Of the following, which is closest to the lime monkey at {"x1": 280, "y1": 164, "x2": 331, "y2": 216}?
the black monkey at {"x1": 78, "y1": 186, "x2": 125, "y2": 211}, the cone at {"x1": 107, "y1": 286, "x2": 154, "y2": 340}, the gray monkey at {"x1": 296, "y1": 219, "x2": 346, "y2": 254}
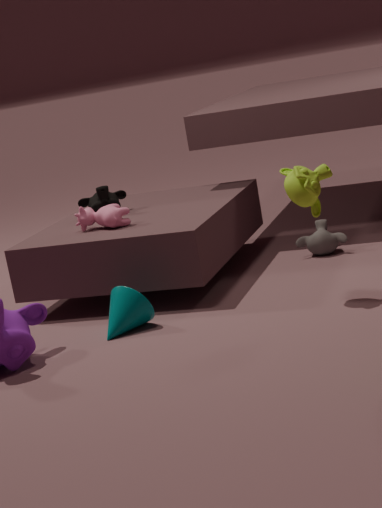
the cone at {"x1": 107, "y1": 286, "x2": 154, "y2": 340}
